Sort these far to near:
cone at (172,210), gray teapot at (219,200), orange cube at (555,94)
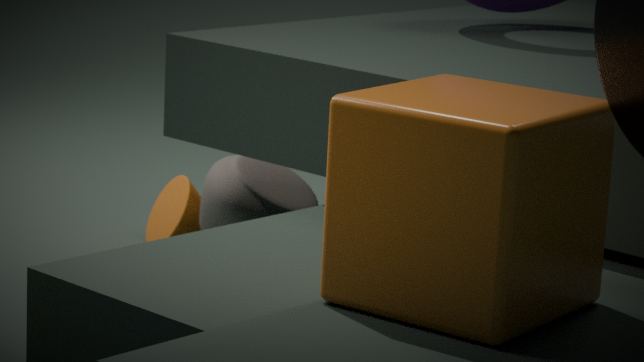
cone at (172,210) < gray teapot at (219,200) < orange cube at (555,94)
